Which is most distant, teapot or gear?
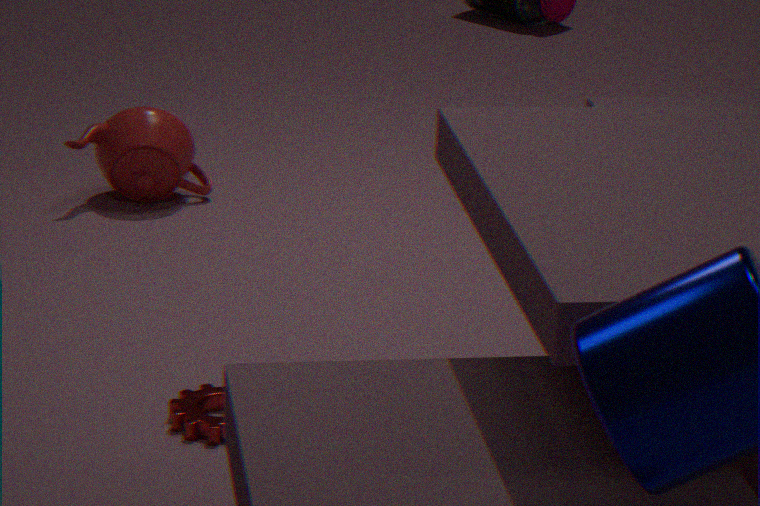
teapot
